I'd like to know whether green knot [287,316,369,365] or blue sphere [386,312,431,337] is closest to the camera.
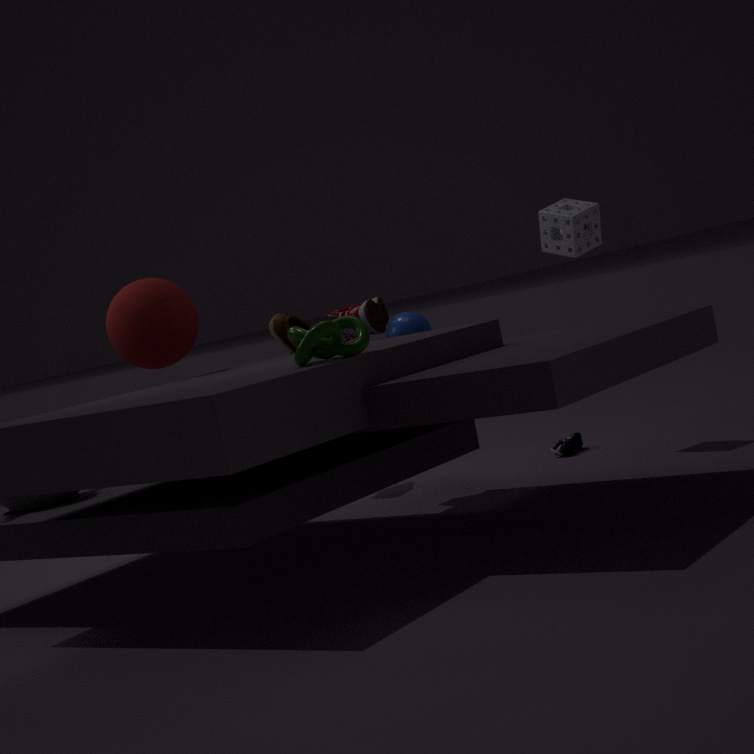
green knot [287,316,369,365]
